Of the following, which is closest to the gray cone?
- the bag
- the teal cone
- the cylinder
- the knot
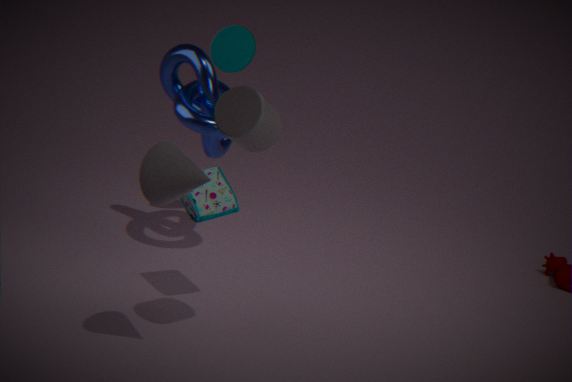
the cylinder
